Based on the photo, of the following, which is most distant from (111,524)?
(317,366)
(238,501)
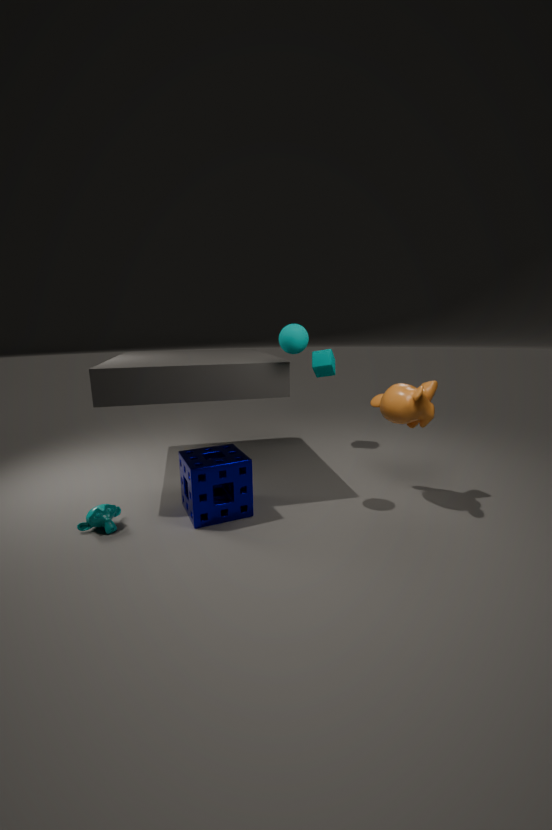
(317,366)
